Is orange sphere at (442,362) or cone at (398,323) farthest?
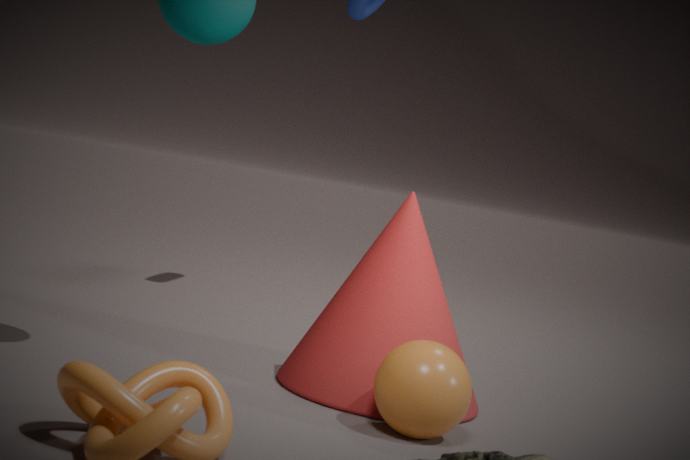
cone at (398,323)
